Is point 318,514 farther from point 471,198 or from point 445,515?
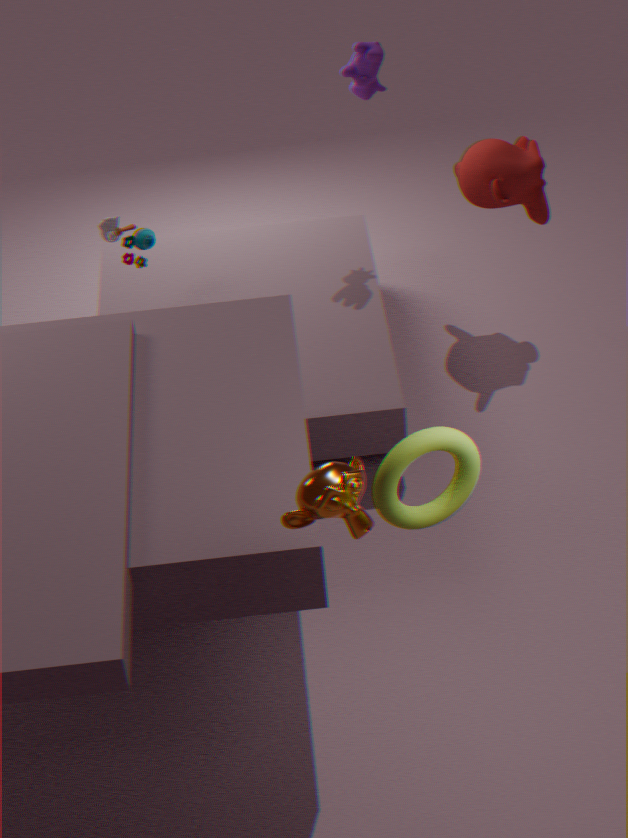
point 471,198
